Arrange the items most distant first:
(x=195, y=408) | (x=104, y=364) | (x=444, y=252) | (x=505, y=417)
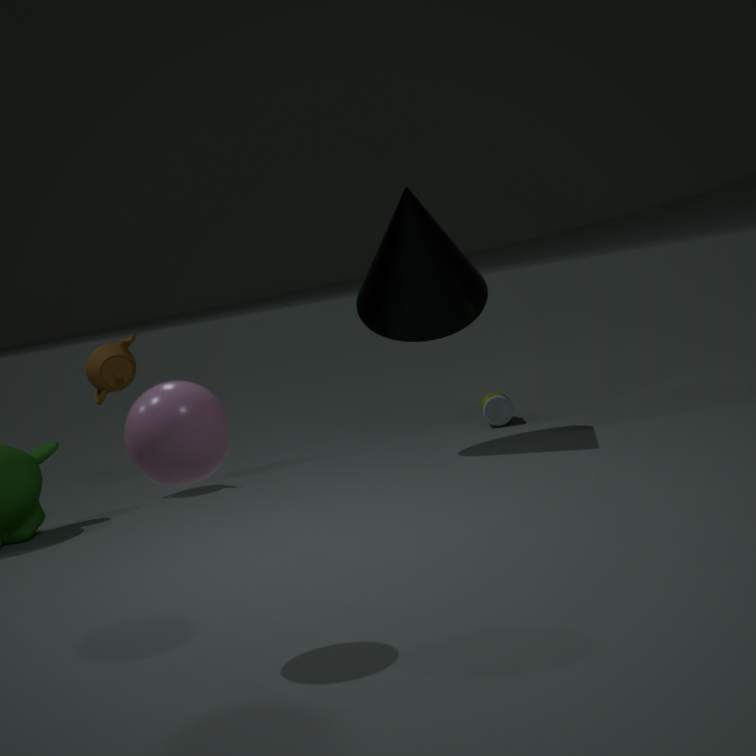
(x=505, y=417)
(x=104, y=364)
(x=444, y=252)
(x=195, y=408)
